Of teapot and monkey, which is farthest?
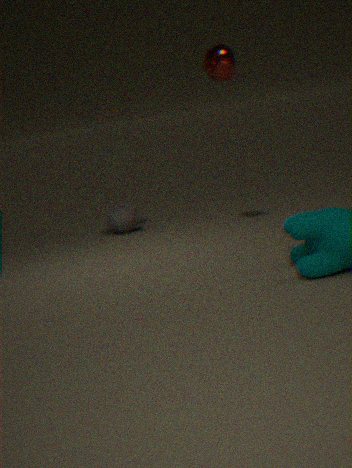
monkey
